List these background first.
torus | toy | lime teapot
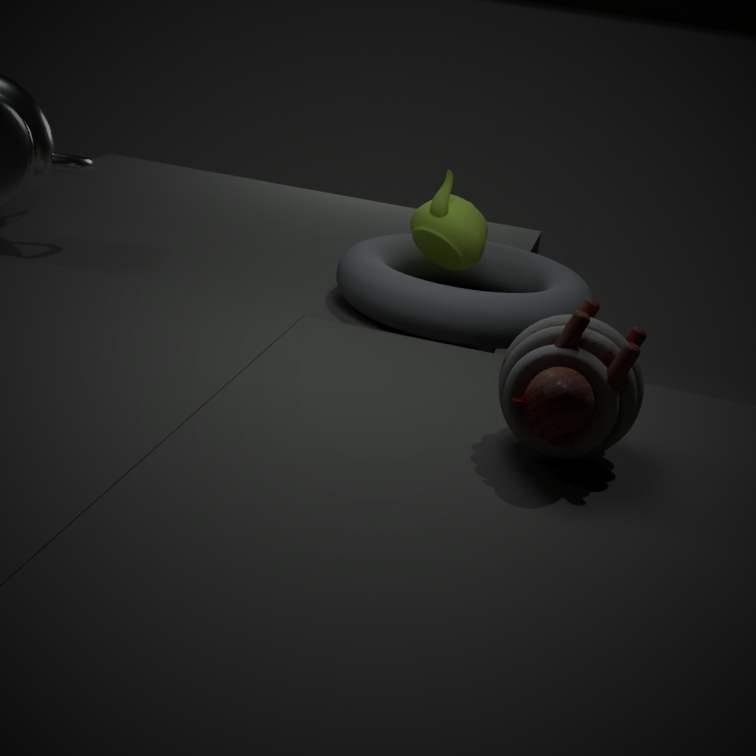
lime teapot → torus → toy
